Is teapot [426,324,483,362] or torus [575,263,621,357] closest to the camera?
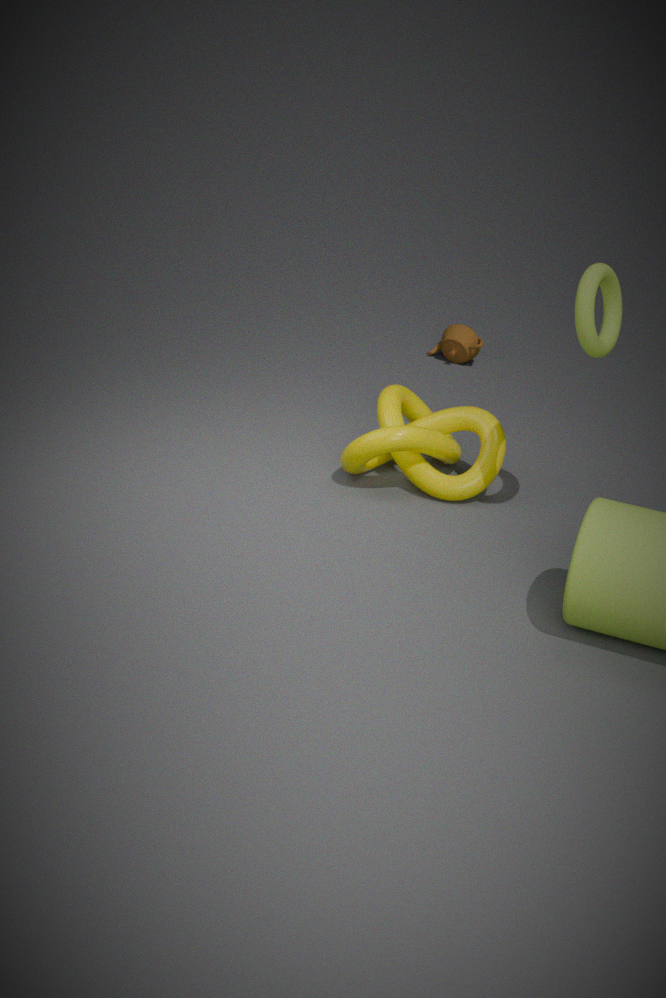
torus [575,263,621,357]
